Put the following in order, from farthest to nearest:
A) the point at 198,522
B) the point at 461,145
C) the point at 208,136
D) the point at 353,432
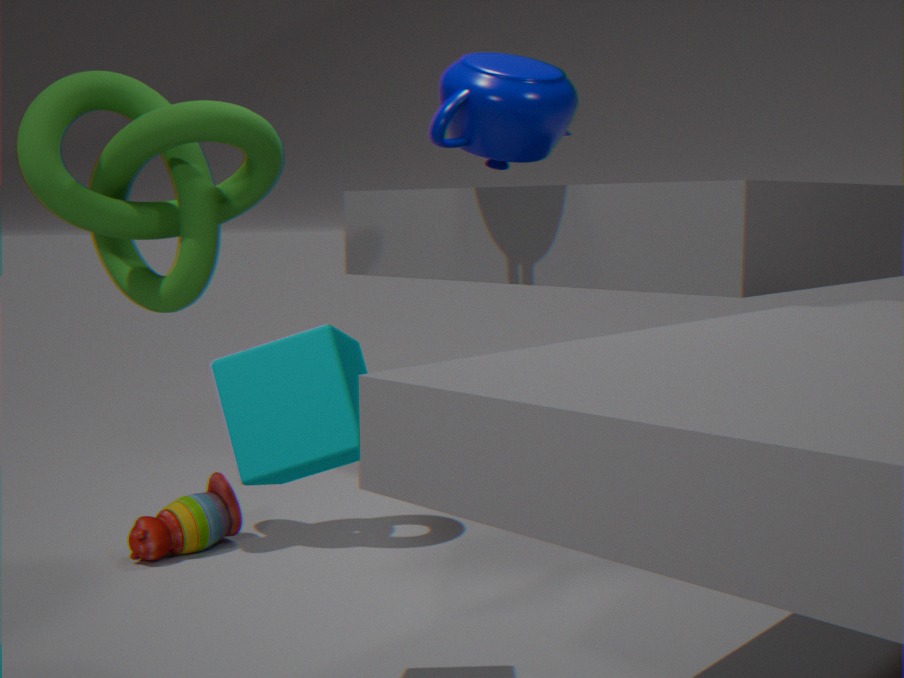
1. the point at 198,522
2. the point at 461,145
3. the point at 208,136
4. the point at 353,432
